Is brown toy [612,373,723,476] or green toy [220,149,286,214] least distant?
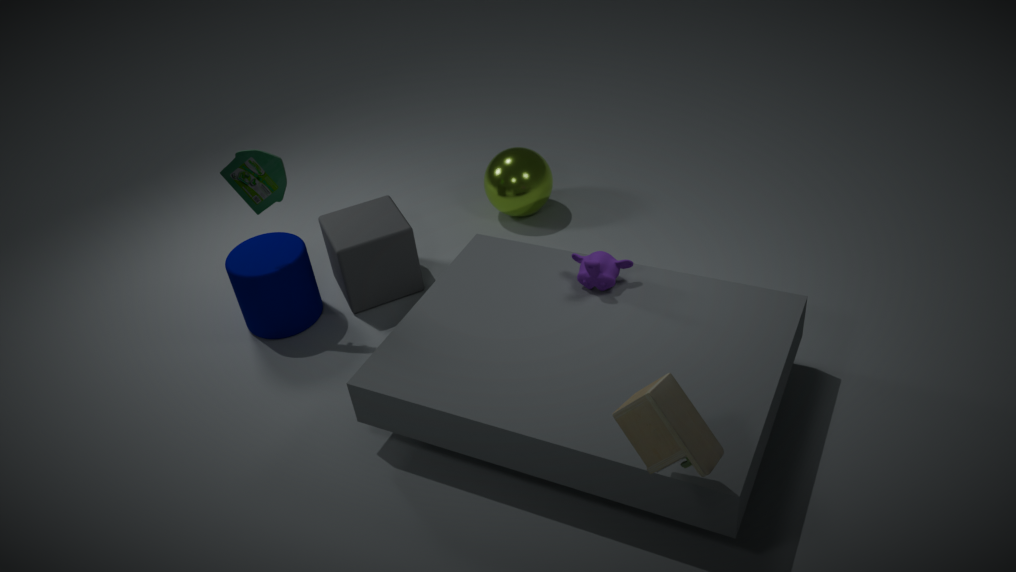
brown toy [612,373,723,476]
